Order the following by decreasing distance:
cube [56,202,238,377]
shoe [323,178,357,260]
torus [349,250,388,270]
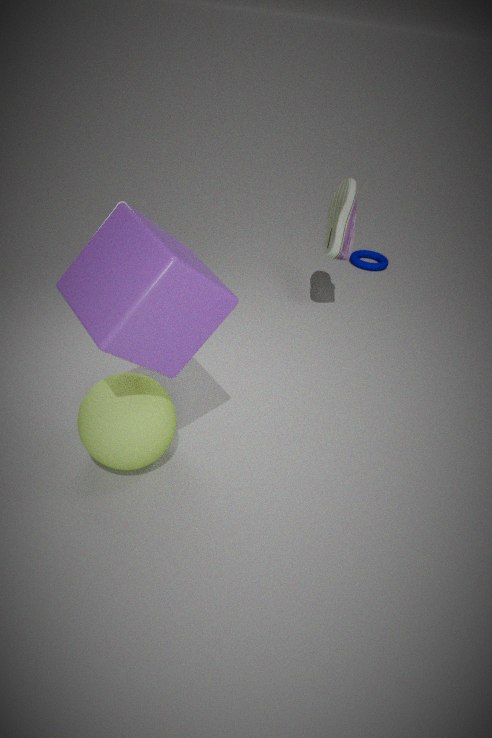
torus [349,250,388,270], shoe [323,178,357,260], cube [56,202,238,377]
